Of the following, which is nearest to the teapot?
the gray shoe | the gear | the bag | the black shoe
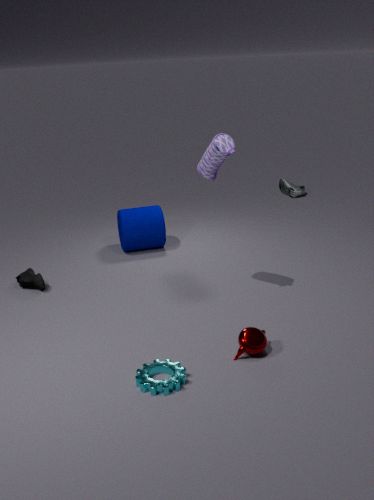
the gear
